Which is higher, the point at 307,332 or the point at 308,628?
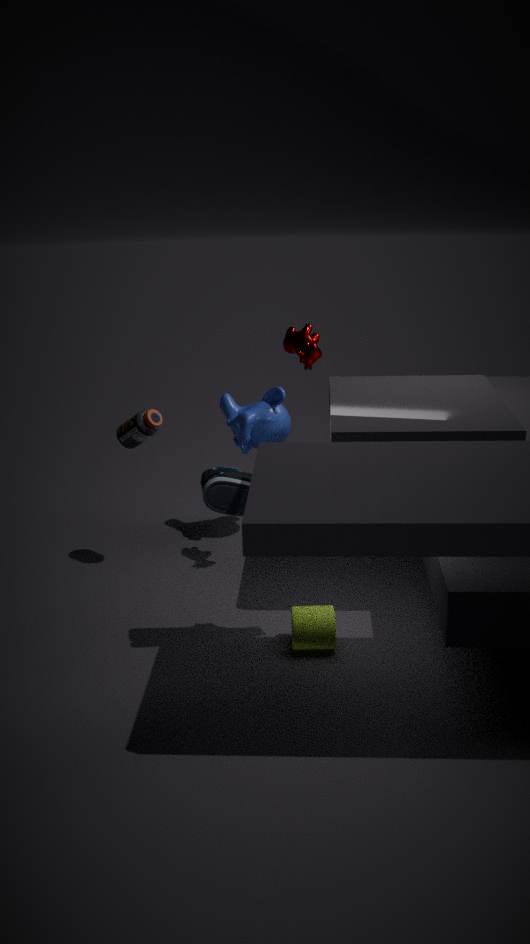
the point at 307,332
